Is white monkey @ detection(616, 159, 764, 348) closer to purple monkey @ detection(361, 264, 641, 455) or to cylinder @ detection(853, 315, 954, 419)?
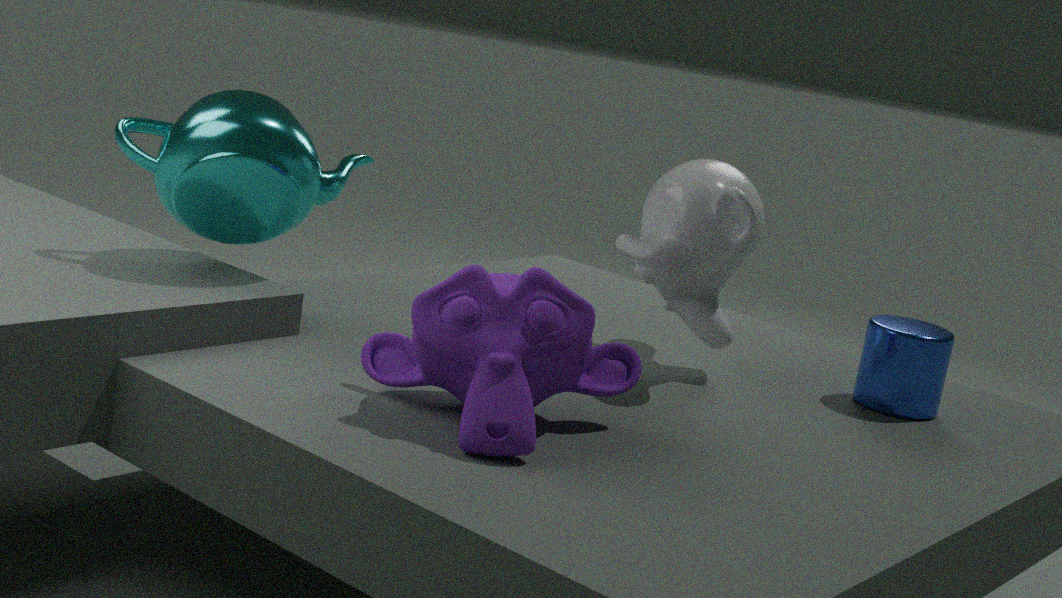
cylinder @ detection(853, 315, 954, 419)
